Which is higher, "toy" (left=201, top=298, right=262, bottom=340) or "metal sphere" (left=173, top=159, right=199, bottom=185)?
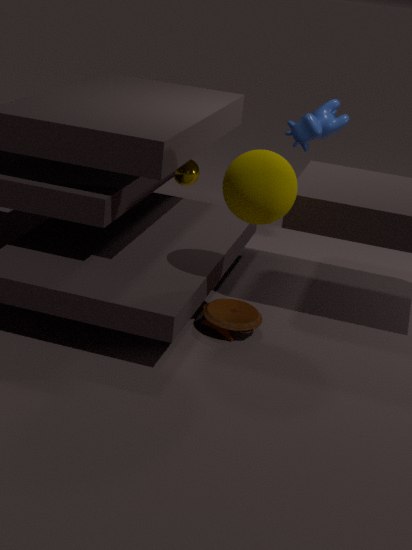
"metal sphere" (left=173, top=159, right=199, bottom=185)
